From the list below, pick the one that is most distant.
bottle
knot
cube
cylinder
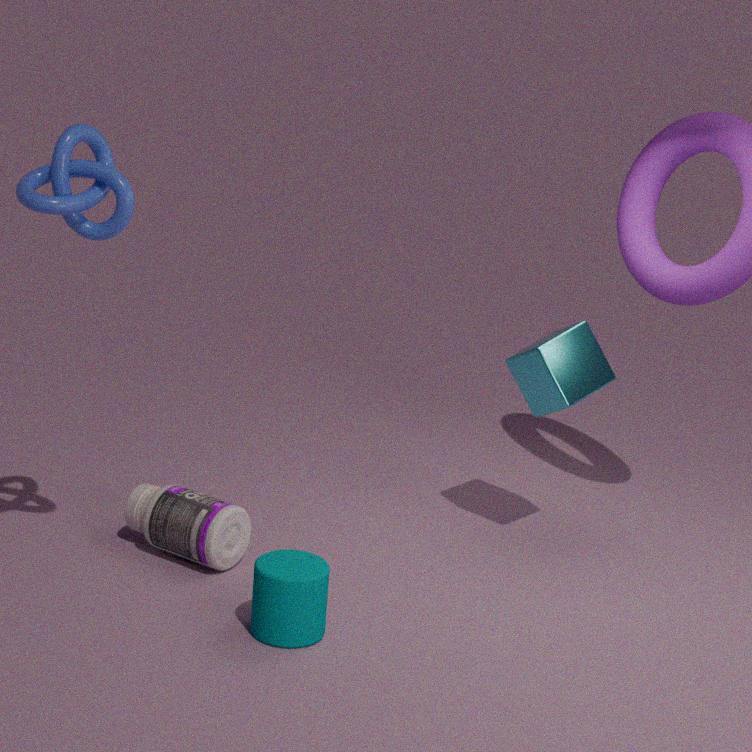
cube
